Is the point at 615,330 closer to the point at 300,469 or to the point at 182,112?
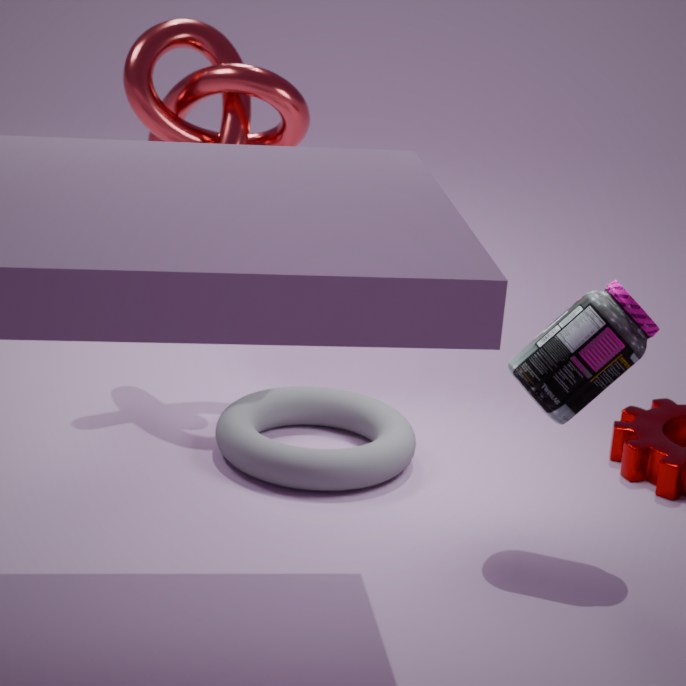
the point at 300,469
